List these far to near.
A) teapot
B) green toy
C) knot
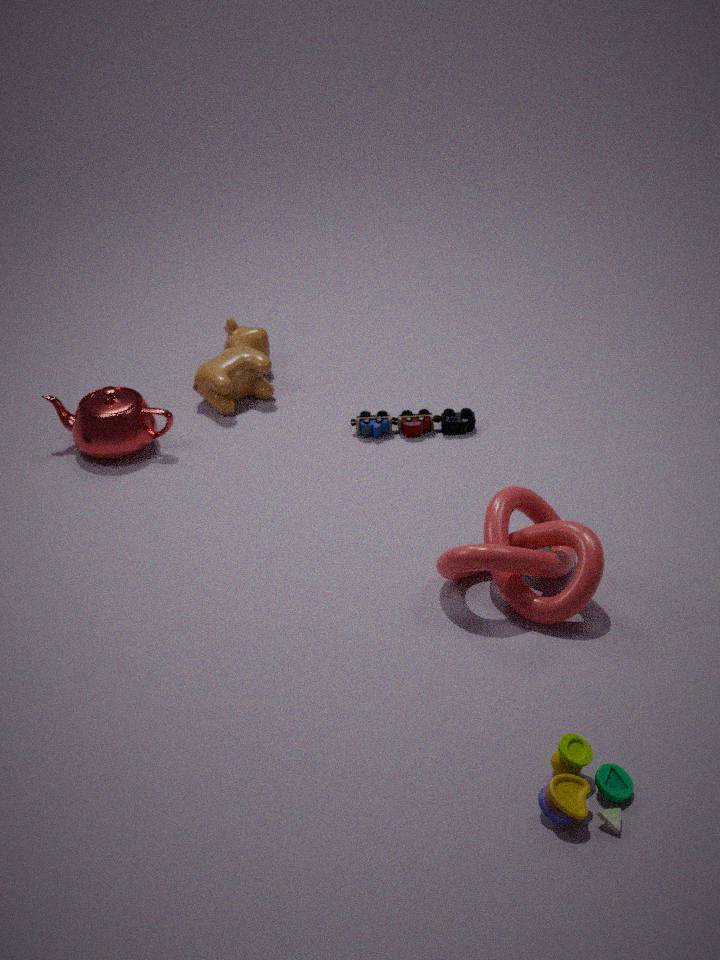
teapot, knot, green toy
